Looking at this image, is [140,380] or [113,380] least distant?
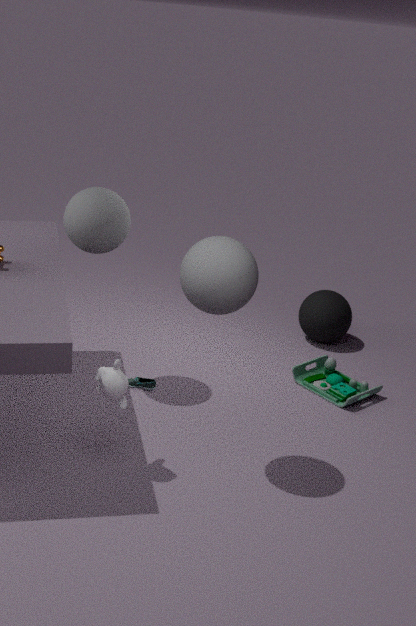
[113,380]
